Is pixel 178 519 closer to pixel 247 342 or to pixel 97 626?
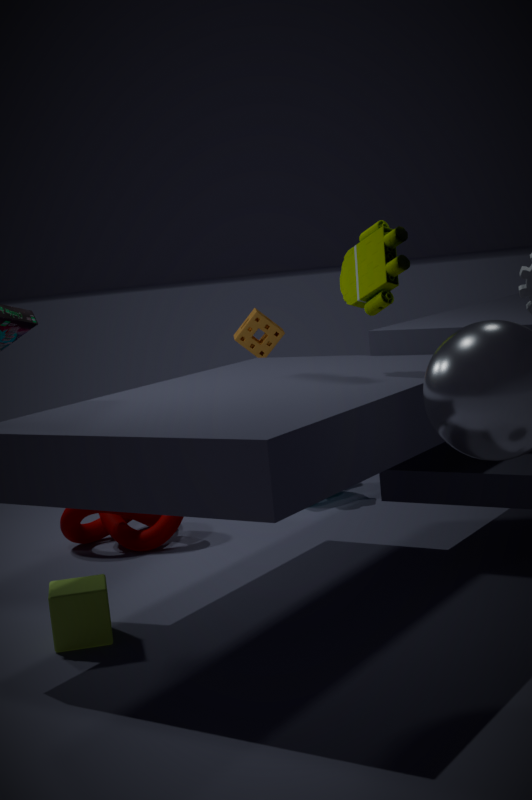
pixel 97 626
